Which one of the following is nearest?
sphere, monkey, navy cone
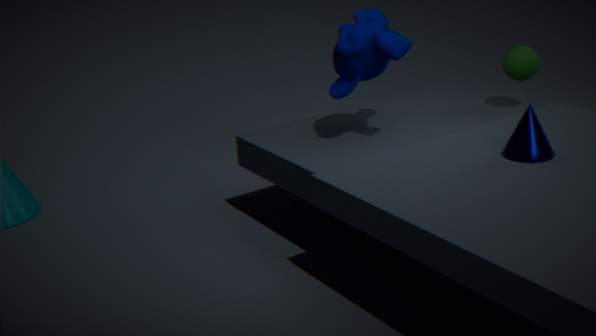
navy cone
